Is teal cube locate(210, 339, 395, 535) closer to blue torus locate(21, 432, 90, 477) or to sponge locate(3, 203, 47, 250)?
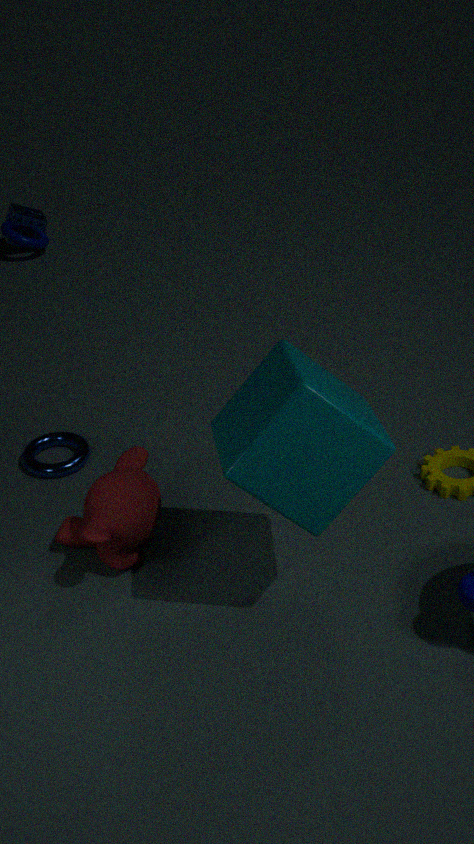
blue torus locate(21, 432, 90, 477)
